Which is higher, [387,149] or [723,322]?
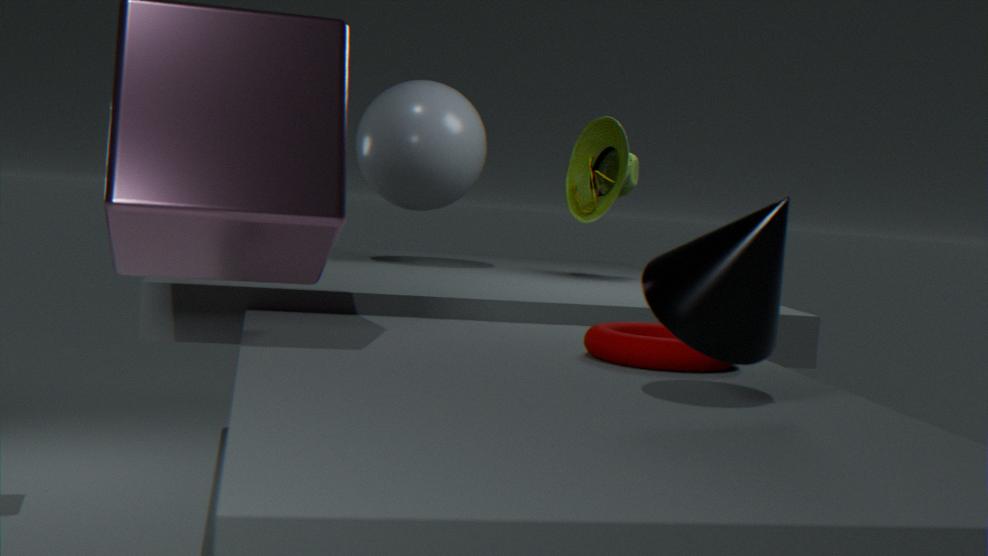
[387,149]
